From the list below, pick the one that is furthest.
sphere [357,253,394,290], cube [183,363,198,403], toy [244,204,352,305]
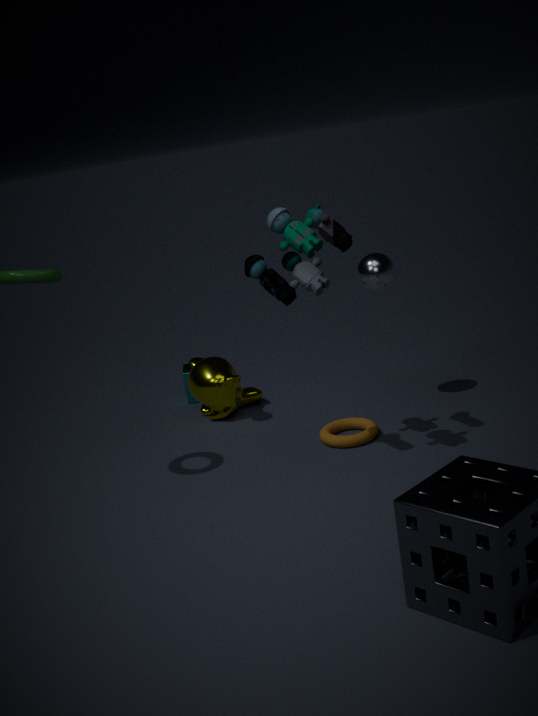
cube [183,363,198,403]
